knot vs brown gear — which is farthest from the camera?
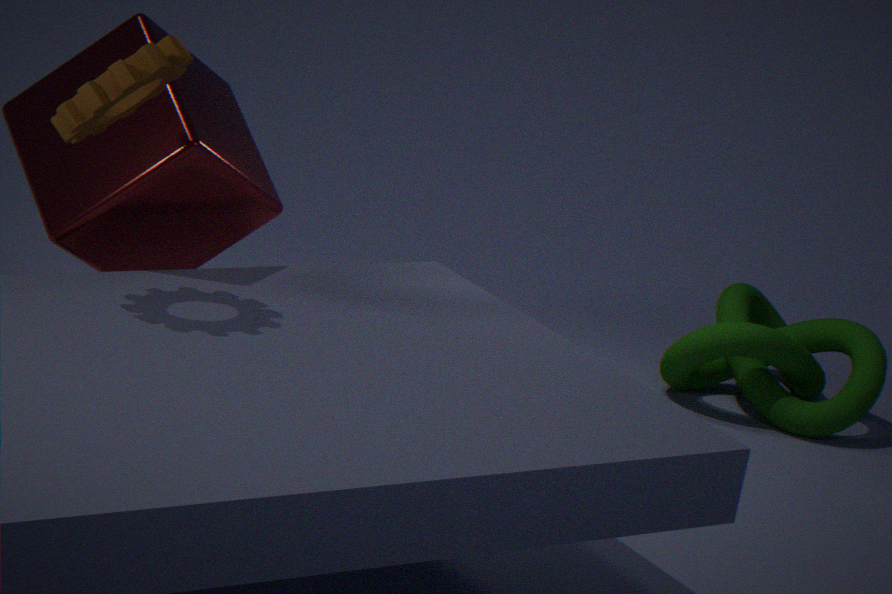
knot
